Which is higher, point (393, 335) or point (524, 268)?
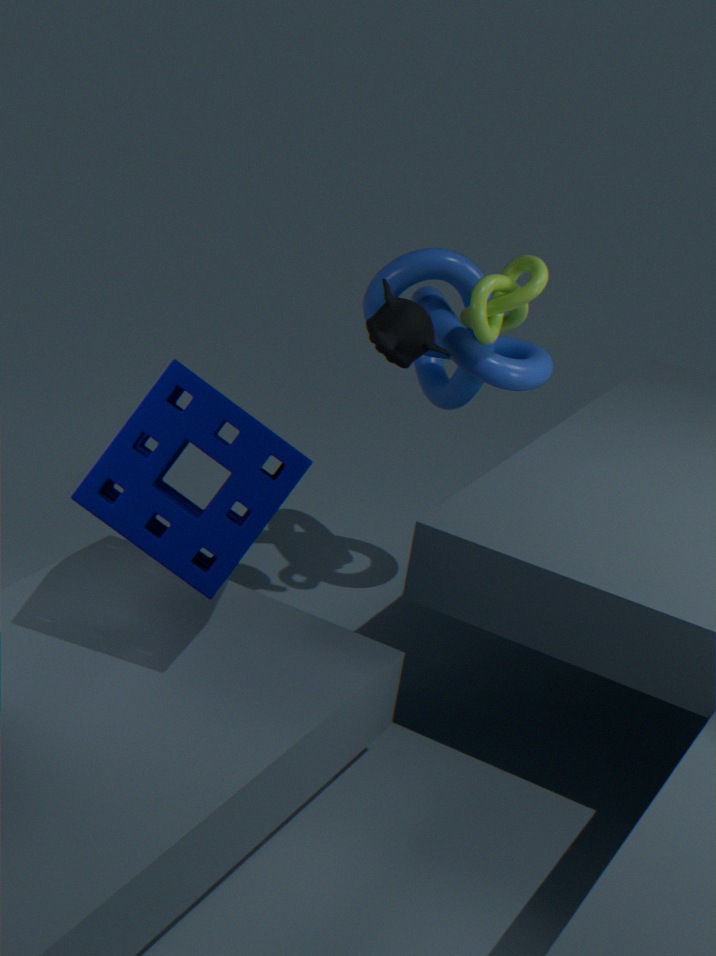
point (524, 268)
